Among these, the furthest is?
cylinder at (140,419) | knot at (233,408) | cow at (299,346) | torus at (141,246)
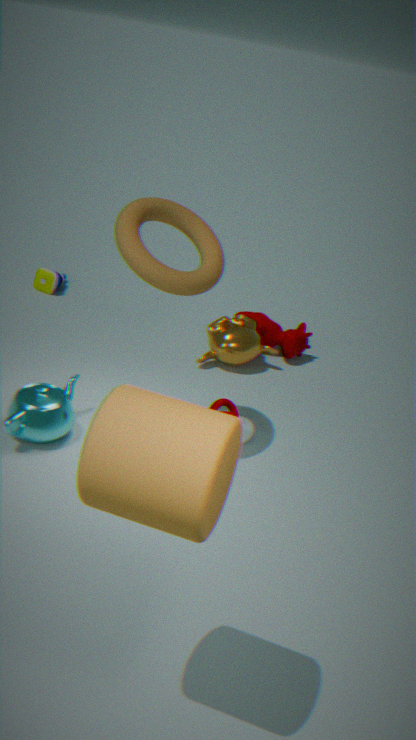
cow at (299,346)
